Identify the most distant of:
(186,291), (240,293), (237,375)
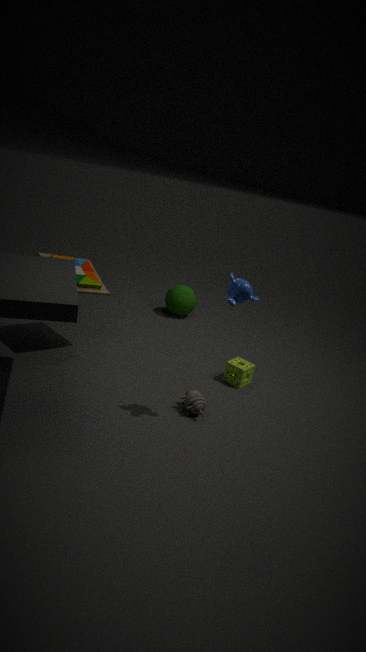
(186,291)
